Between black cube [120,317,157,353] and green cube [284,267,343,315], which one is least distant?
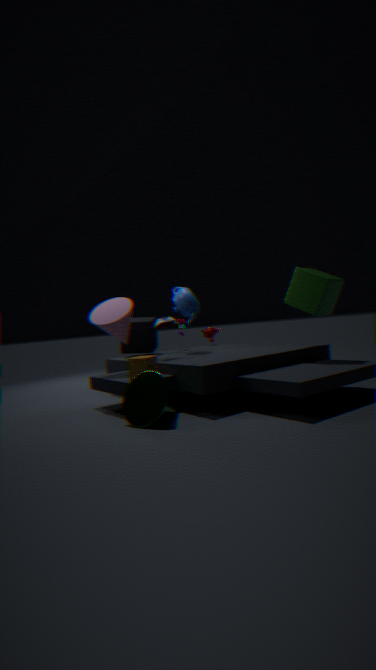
green cube [284,267,343,315]
